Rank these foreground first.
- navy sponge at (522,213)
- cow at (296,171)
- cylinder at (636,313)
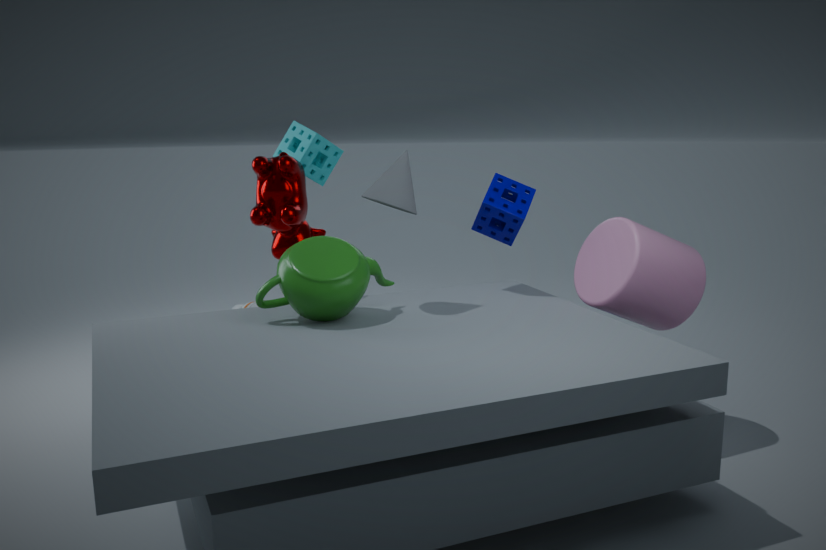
cylinder at (636,313) < cow at (296,171) < navy sponge at (522,213)
